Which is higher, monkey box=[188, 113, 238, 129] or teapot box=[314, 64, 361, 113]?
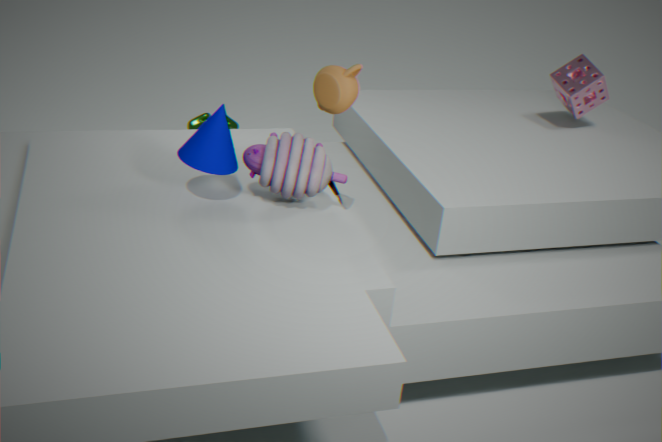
teapot box=[314, 64, 361, 113]
